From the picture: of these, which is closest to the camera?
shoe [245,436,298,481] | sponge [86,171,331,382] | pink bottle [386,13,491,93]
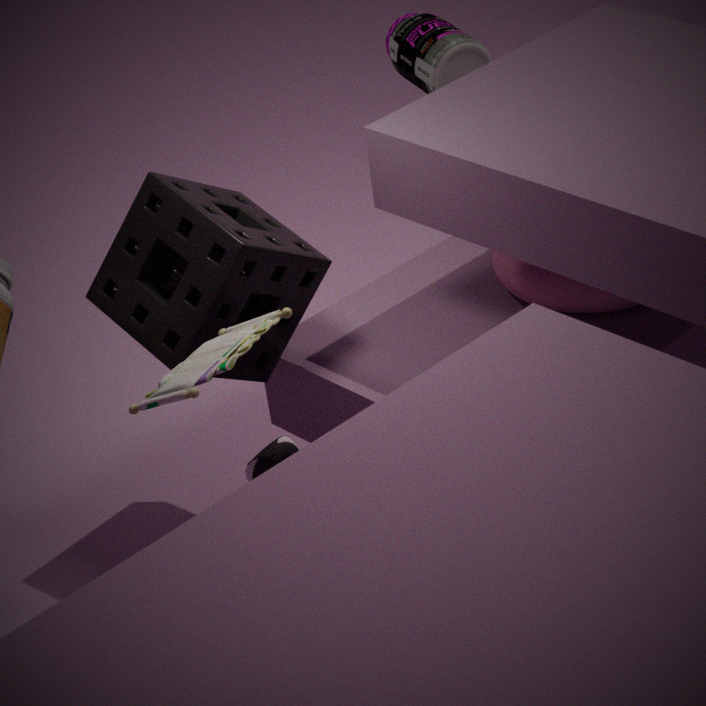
shoe [245,436,298,481]
